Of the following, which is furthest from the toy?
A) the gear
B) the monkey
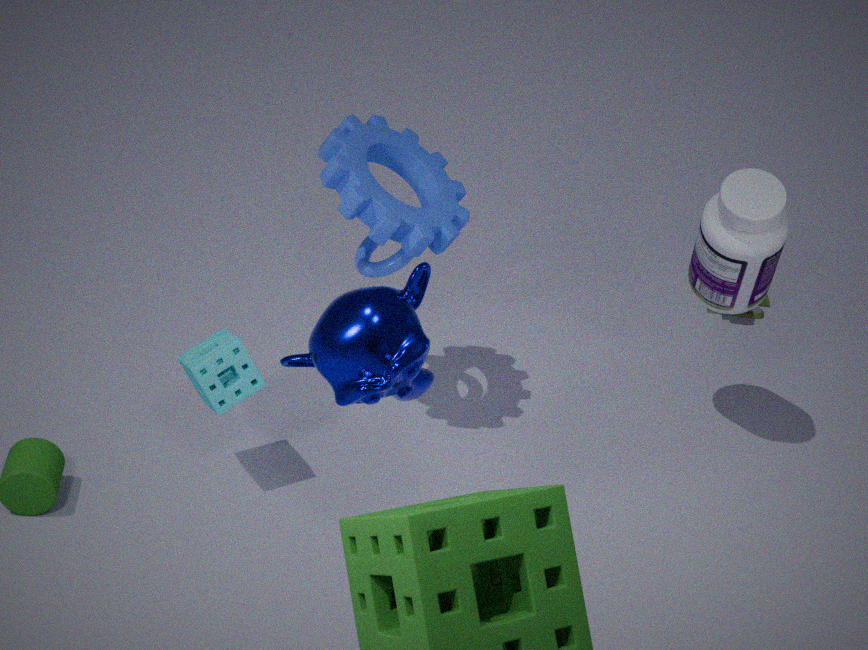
the monkey
